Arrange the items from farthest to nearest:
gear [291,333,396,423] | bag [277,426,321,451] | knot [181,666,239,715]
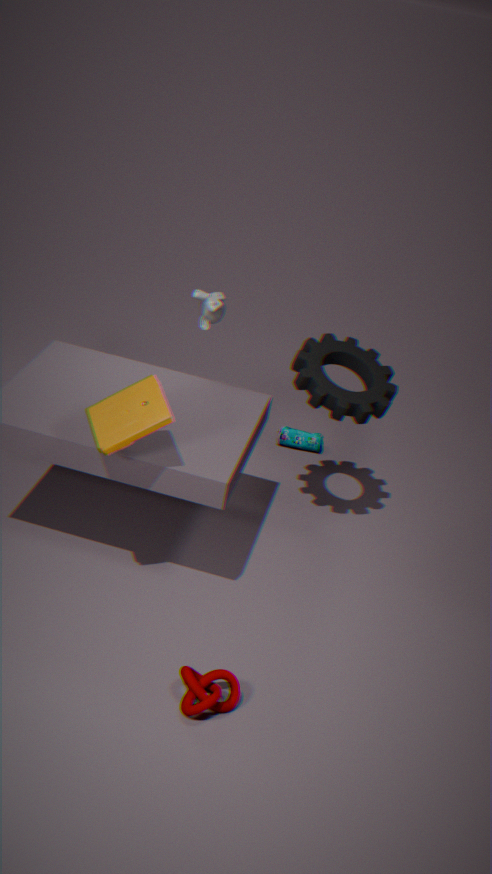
bag [277,426,321,451]
gear [291,333,396,423]
knot [181,666,239,715]
